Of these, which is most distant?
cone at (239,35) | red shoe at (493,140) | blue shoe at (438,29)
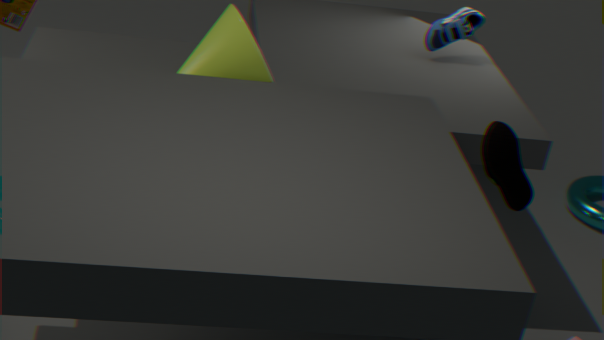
blue shoe at (438,29)
